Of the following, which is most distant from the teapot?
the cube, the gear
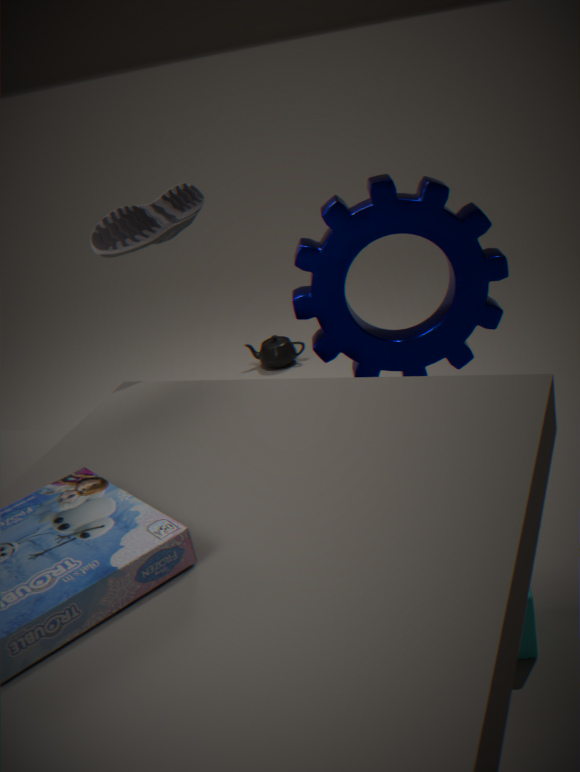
the cube
